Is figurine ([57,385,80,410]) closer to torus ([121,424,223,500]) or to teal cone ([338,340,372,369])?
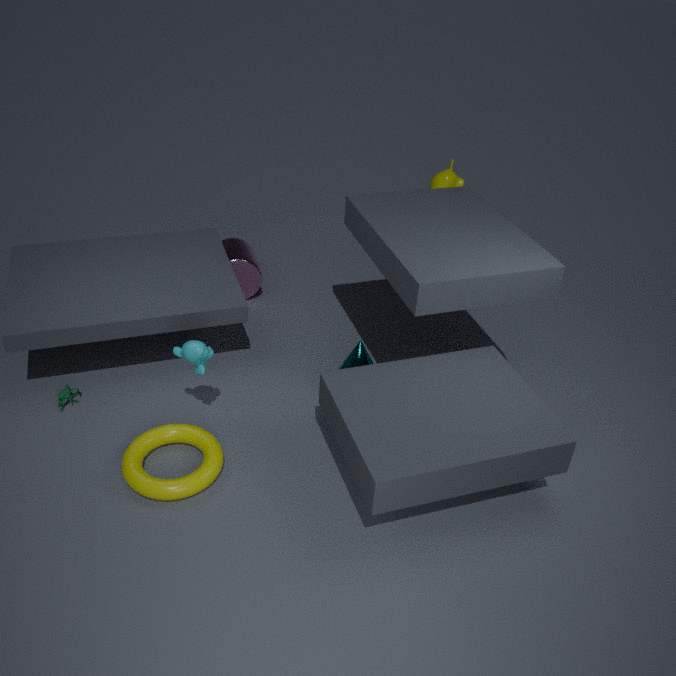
torus ([121,424,223,500])
